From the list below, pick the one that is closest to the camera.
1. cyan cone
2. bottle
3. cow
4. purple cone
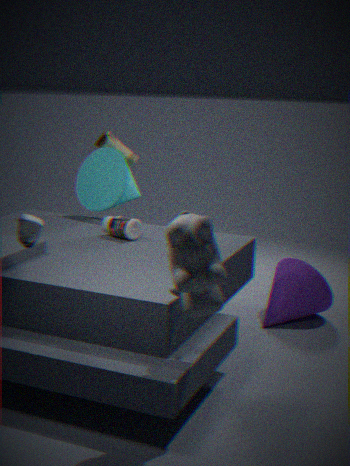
cow
